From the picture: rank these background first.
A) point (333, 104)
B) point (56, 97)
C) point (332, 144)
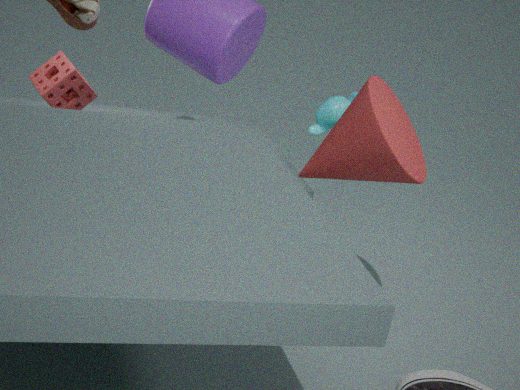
point (56, 97), point (333, 104), point (332, 144)
